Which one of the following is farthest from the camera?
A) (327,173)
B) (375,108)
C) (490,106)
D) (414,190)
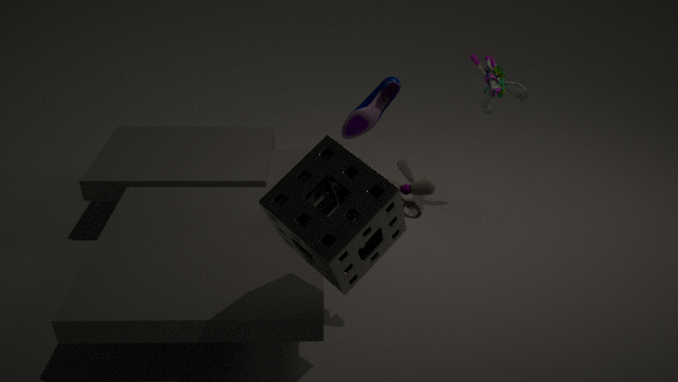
(490,106)
